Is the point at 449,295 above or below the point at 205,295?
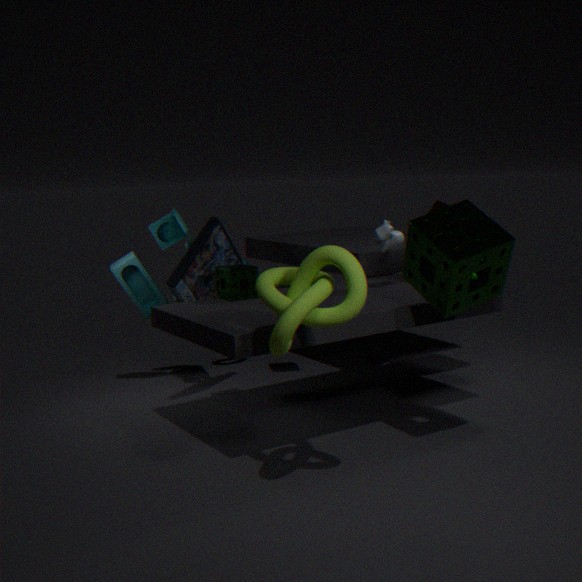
above
